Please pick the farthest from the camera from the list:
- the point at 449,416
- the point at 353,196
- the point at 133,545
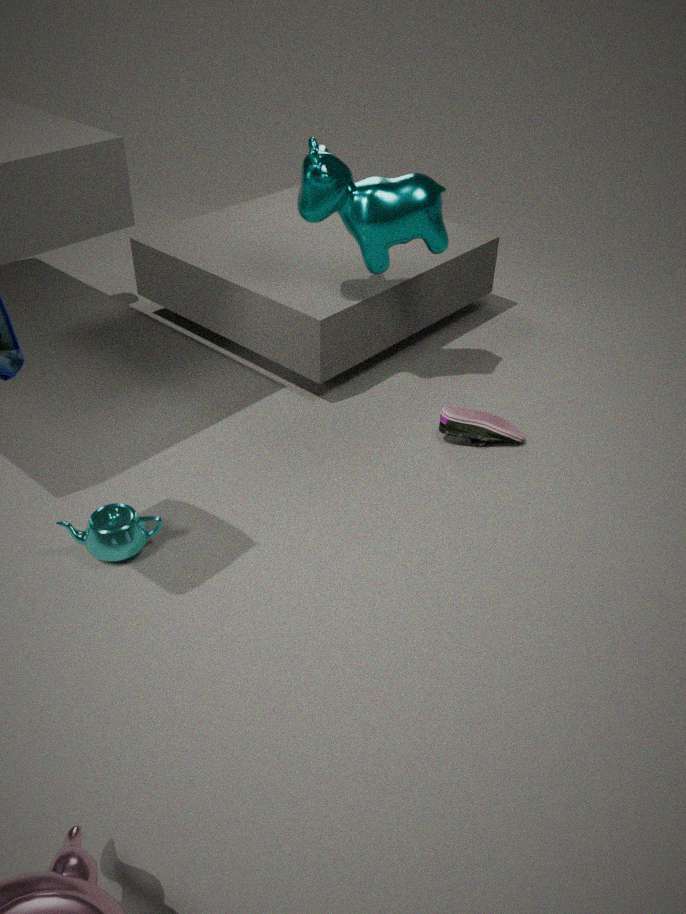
the point at 449,416
